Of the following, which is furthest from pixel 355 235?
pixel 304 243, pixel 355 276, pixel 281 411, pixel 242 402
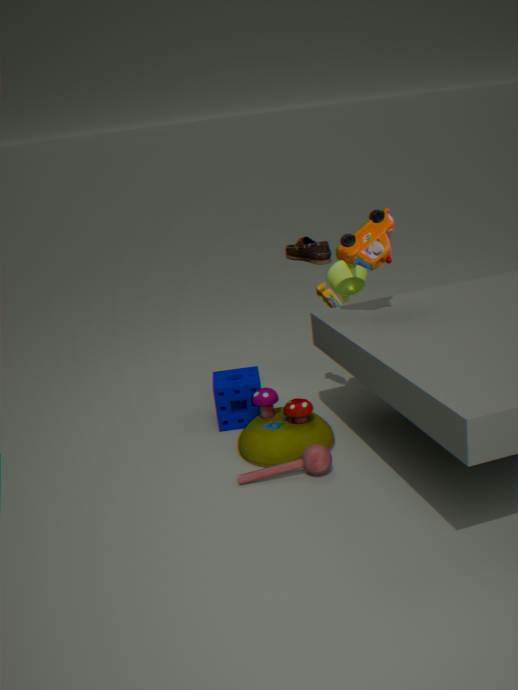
pixel 304 243
